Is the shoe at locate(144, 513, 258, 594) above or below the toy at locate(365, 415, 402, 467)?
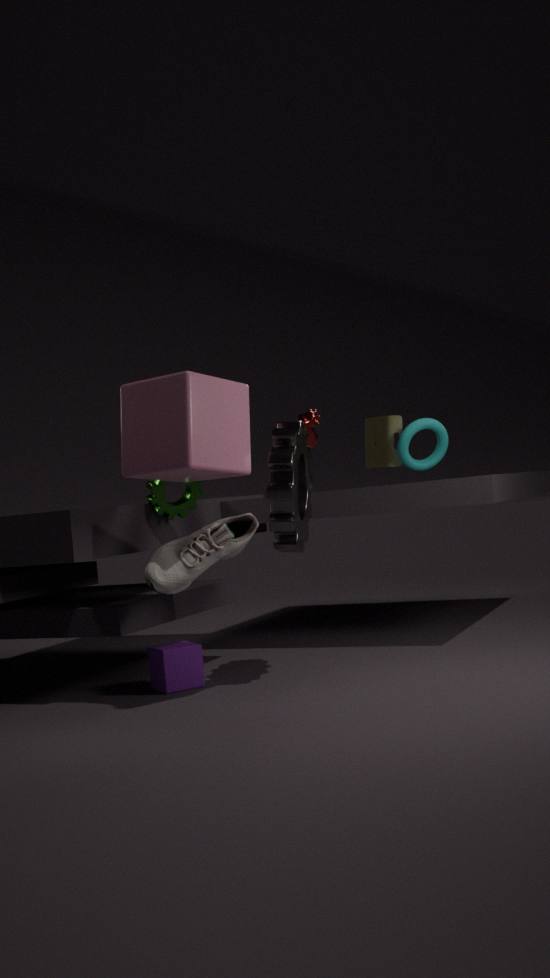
below
